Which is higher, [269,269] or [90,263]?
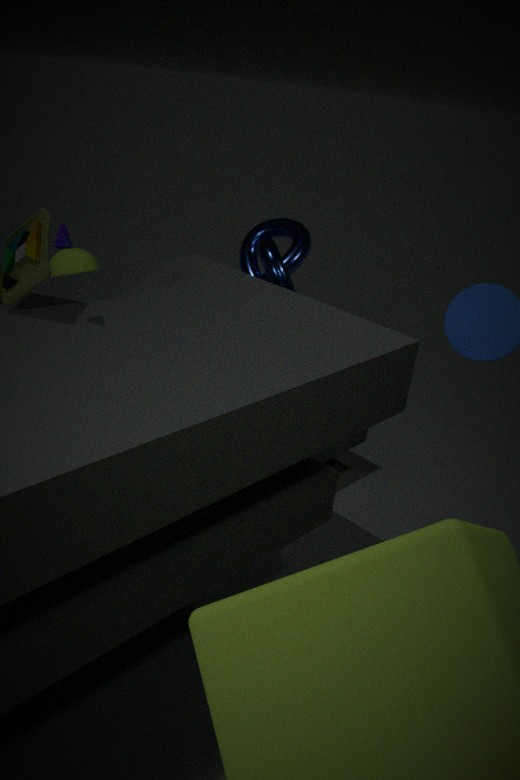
[90,263]
